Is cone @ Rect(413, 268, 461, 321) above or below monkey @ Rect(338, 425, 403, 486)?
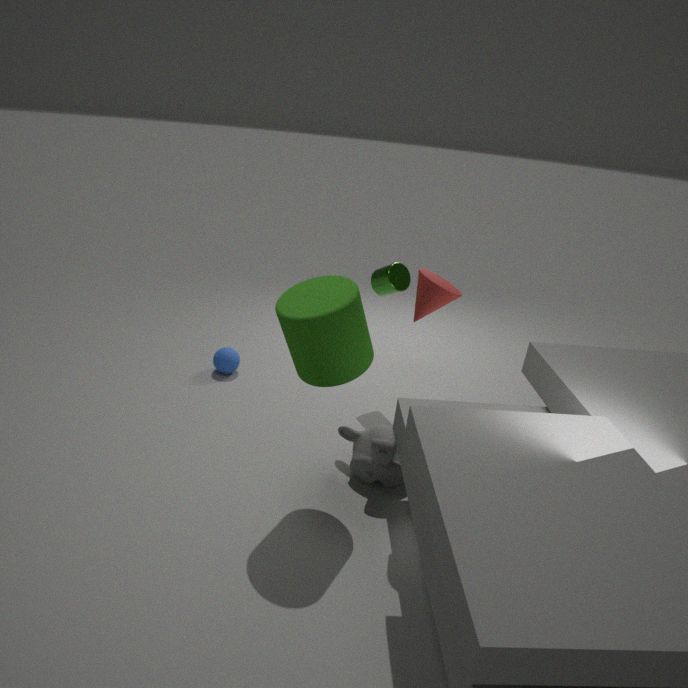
above
